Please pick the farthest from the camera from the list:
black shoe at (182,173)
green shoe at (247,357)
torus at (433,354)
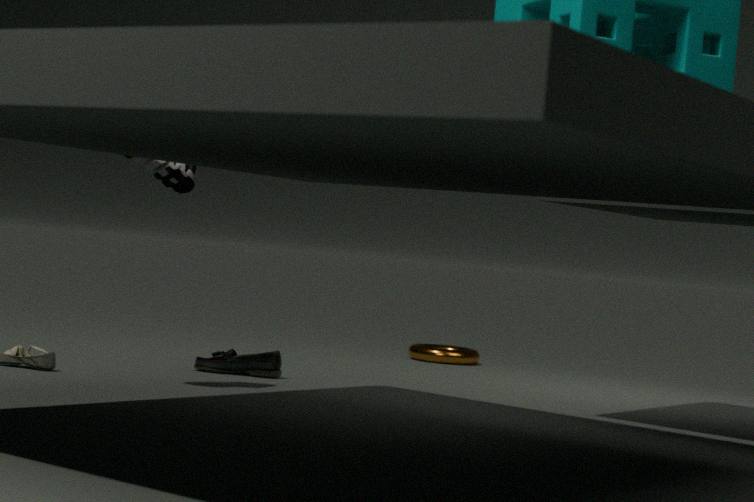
torus at (433,354)
